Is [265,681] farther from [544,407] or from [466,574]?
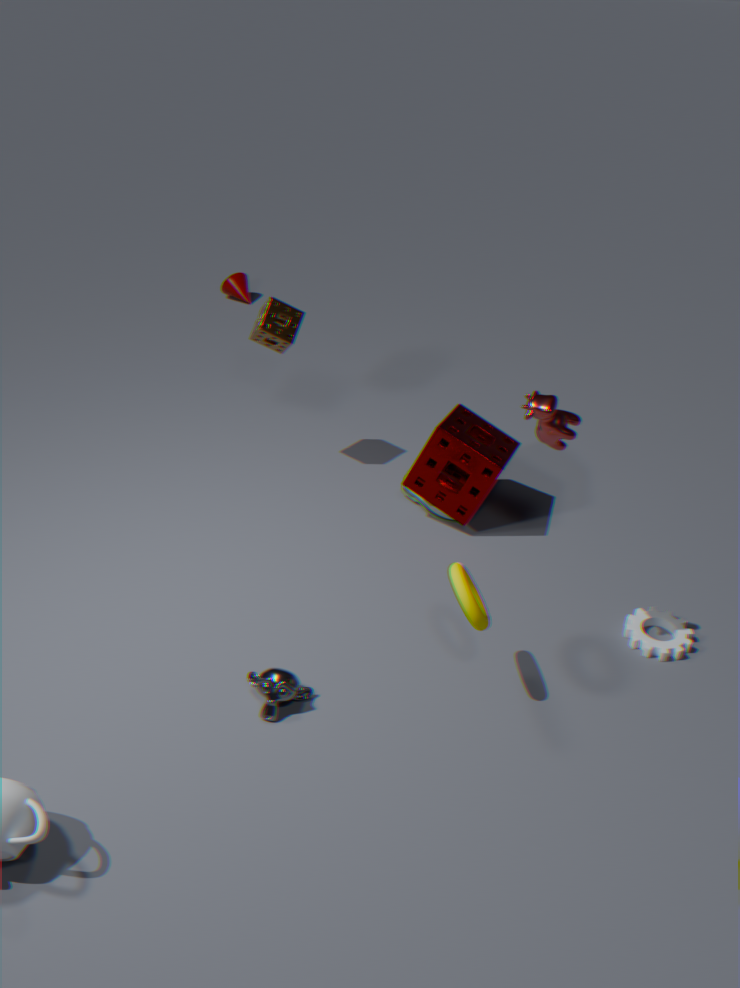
[544,407]
